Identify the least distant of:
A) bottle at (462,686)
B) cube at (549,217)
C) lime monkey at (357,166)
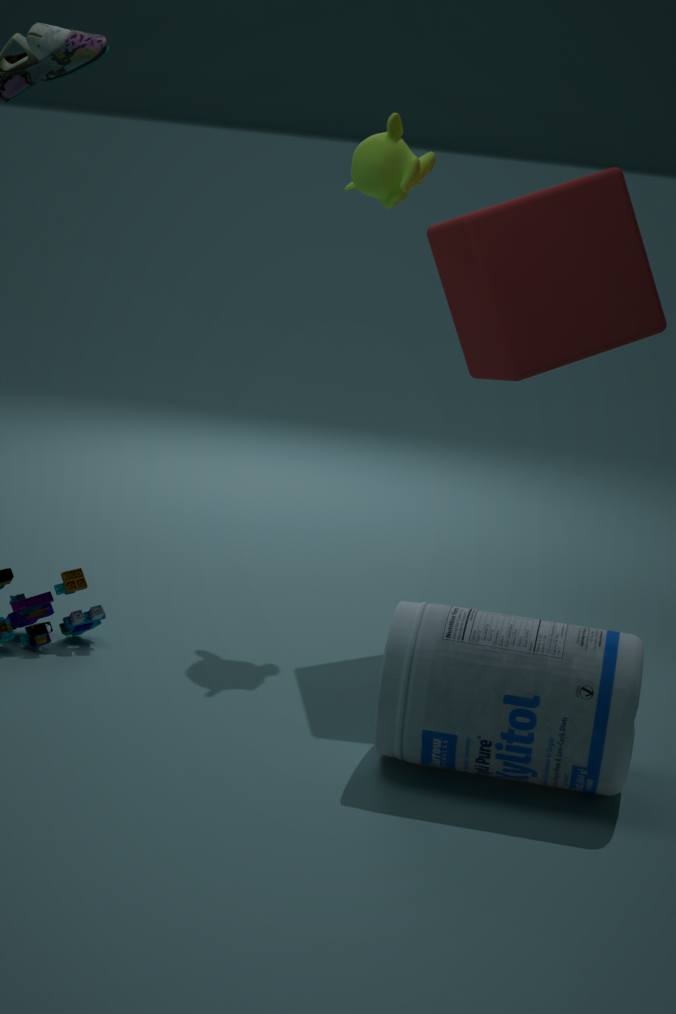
A. bottle at (462,686)
